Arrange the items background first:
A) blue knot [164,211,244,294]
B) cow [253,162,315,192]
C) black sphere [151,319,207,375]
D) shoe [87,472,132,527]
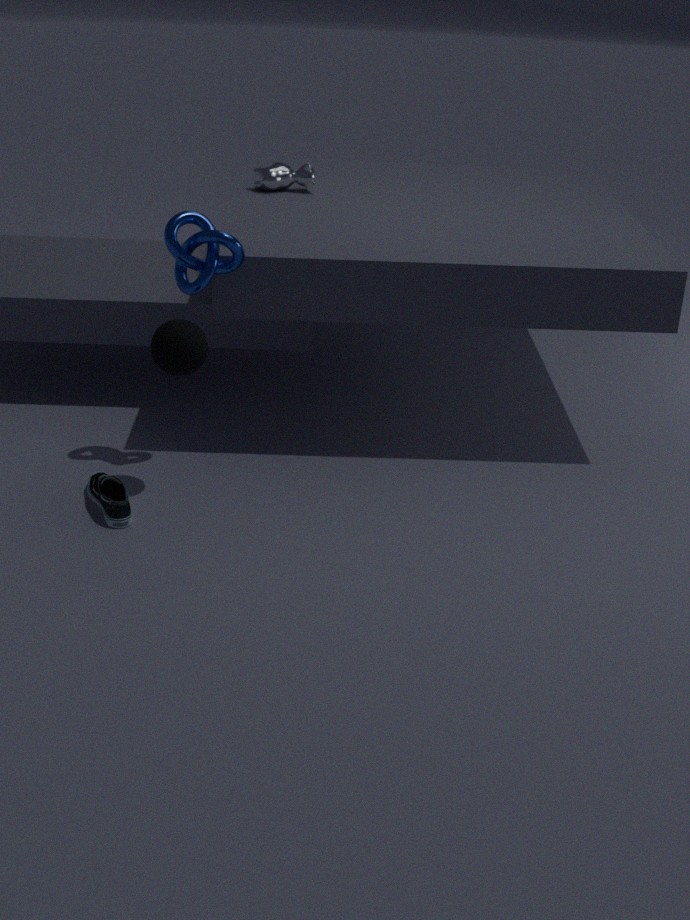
cow [253,162,315,192] → blue knot [164,211,244,294] → shoe [87,472,132,527] → black sphere [151,319,207,375]
